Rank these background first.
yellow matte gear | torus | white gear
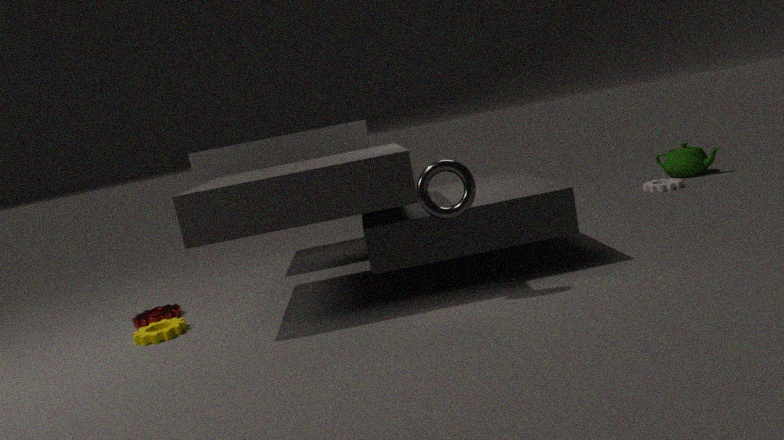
white gear → yellow matte gear → torus
